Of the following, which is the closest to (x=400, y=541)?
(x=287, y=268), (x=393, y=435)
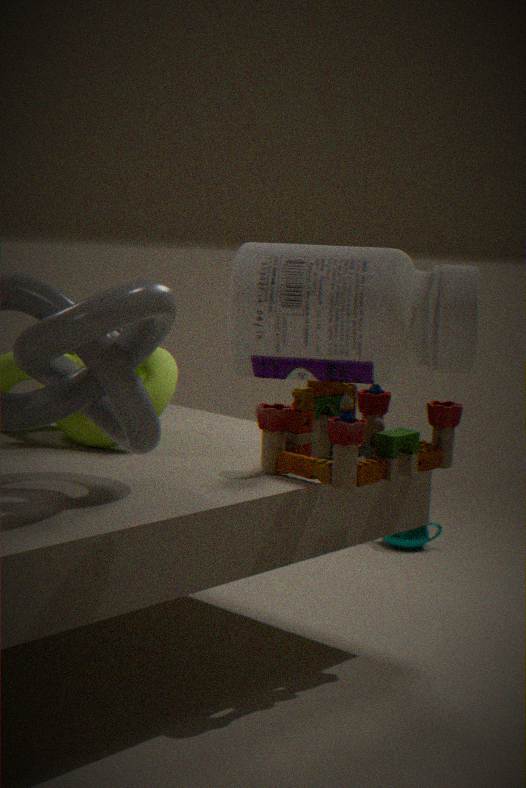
(x=393, y=435)
